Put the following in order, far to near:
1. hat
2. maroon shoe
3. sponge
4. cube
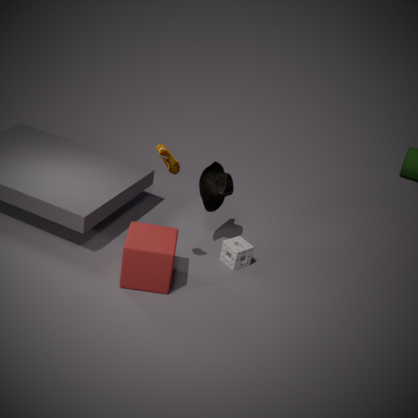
sponge → hat → cube → maroon shoe
